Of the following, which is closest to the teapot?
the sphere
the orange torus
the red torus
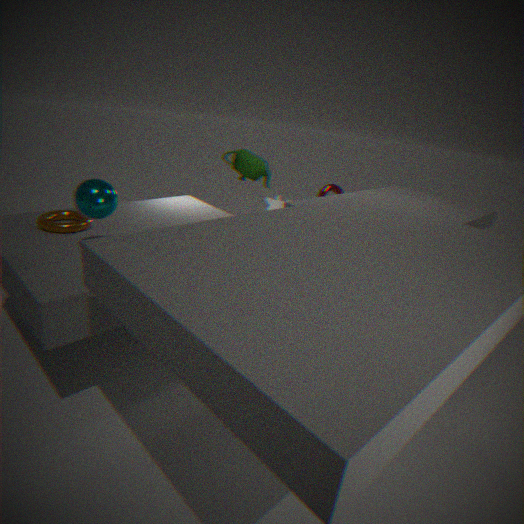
the red torus
